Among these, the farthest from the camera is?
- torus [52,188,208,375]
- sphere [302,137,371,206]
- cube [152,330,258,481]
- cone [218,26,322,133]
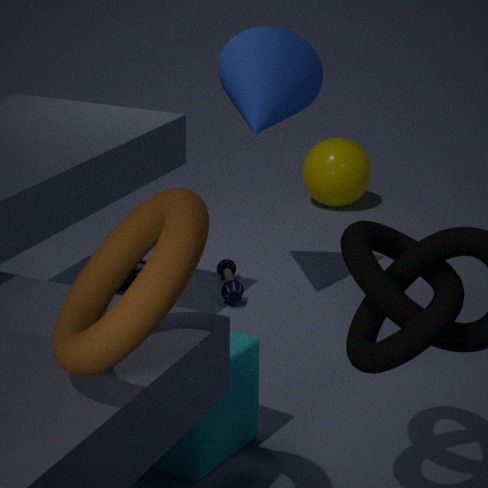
sphere [302,137,371,206]
